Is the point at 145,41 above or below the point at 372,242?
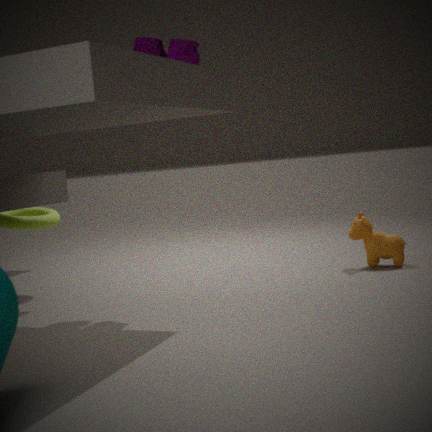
above
